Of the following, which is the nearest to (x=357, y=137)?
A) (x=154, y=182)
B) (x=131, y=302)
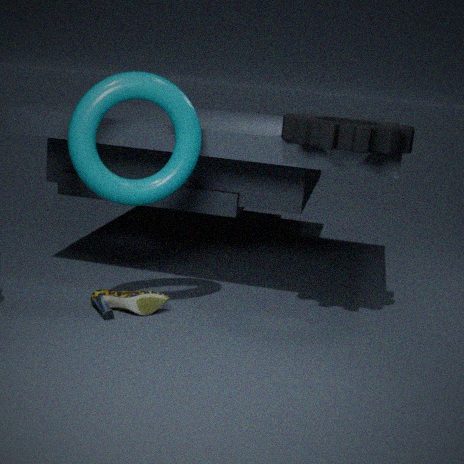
(x=154, y=182)
